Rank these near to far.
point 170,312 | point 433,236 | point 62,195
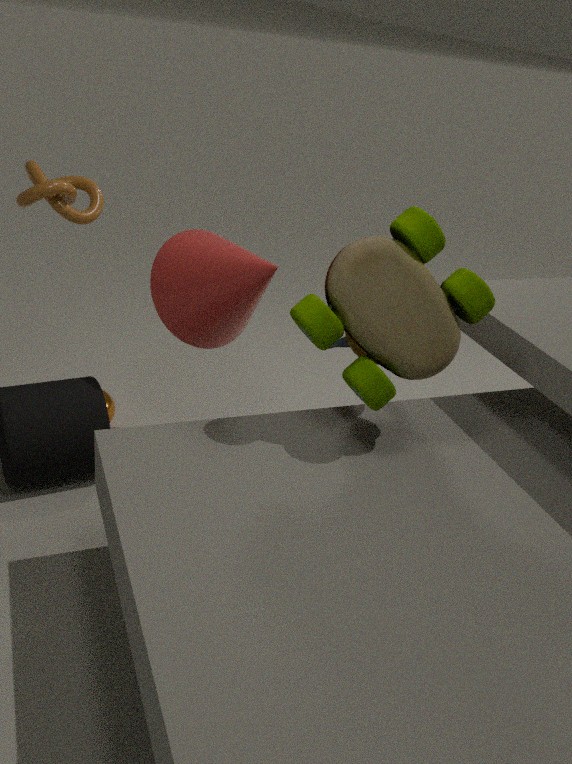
point 433,236 < point 62,195 < point 170,312
